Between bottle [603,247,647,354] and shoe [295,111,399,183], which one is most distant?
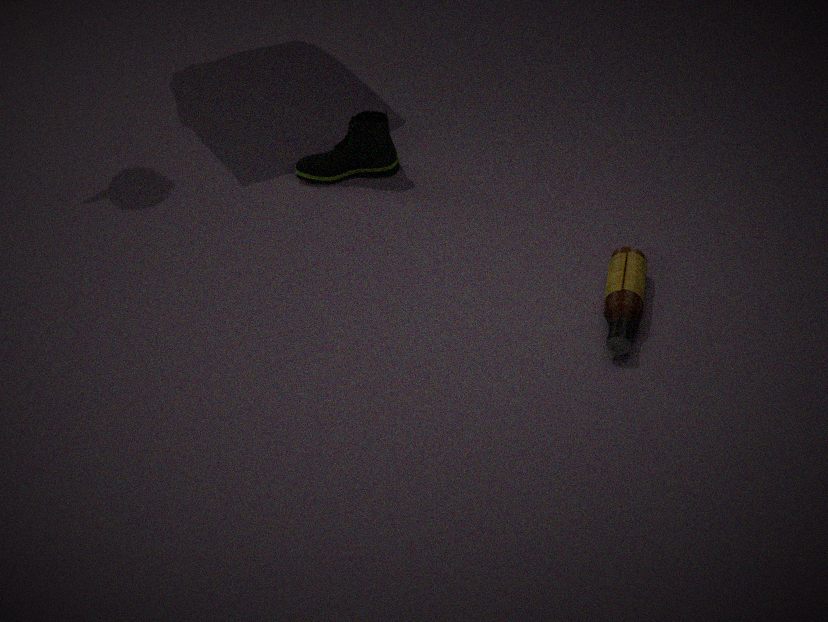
shoe [295,111,399,183]
